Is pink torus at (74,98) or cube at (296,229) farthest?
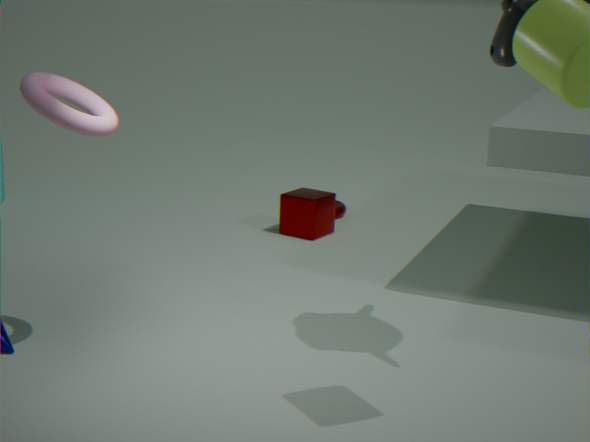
cube at (296,229)
